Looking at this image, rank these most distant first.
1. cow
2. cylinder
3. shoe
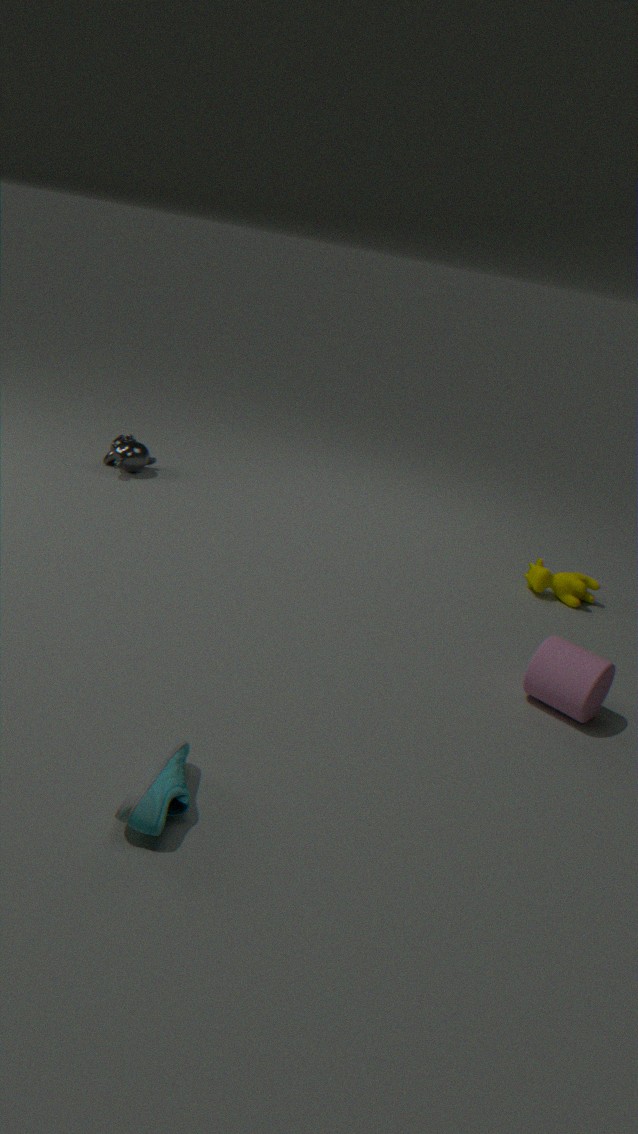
cow
cylinder
shoe
